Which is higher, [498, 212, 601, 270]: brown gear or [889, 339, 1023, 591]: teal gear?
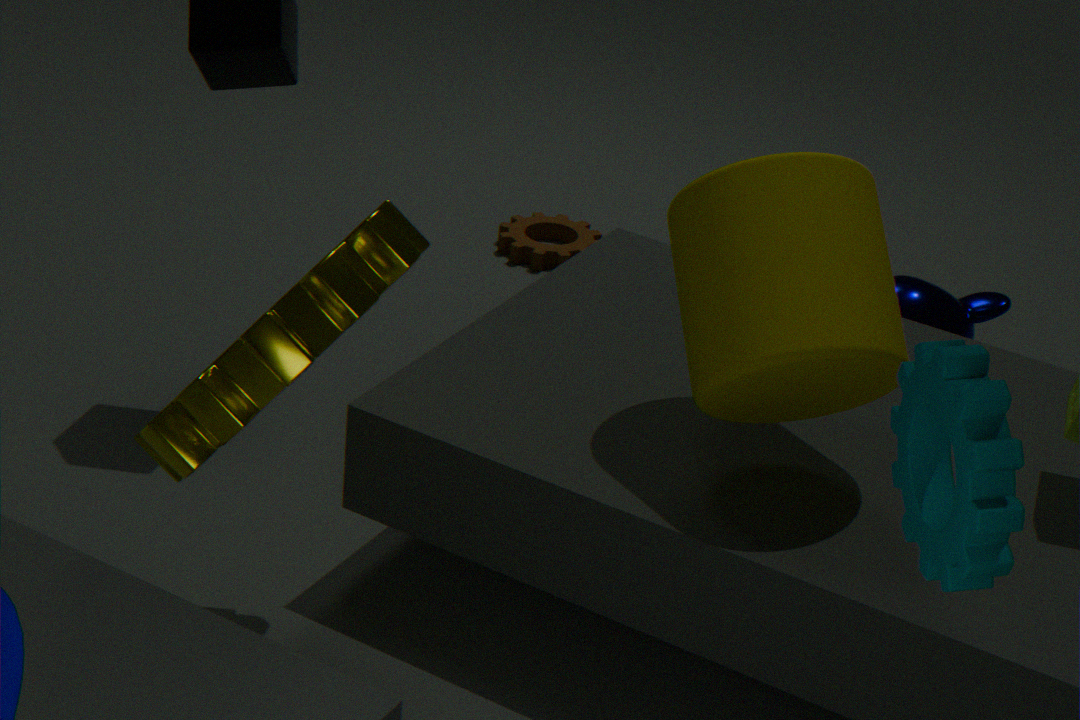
[889, 339, 1023, 591]: teal gear
